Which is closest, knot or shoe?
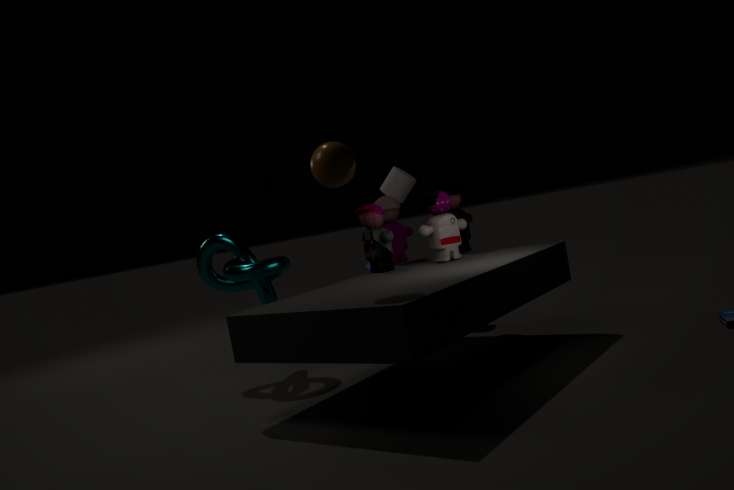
knot
